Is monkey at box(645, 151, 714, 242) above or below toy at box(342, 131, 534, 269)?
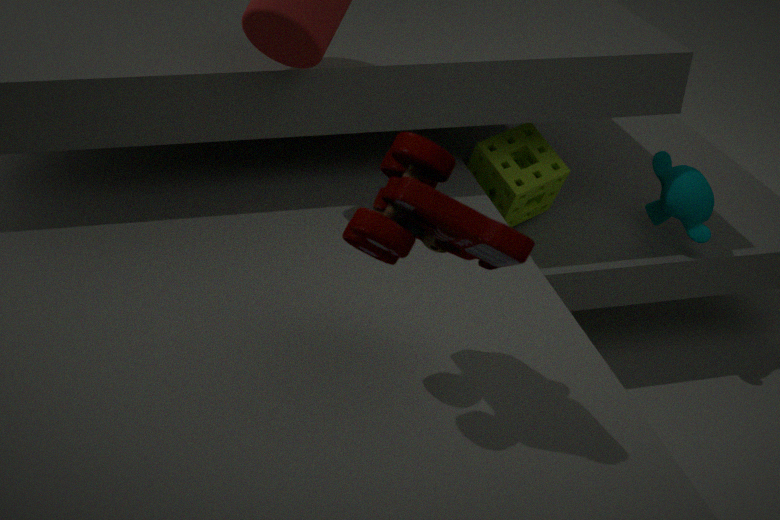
below
